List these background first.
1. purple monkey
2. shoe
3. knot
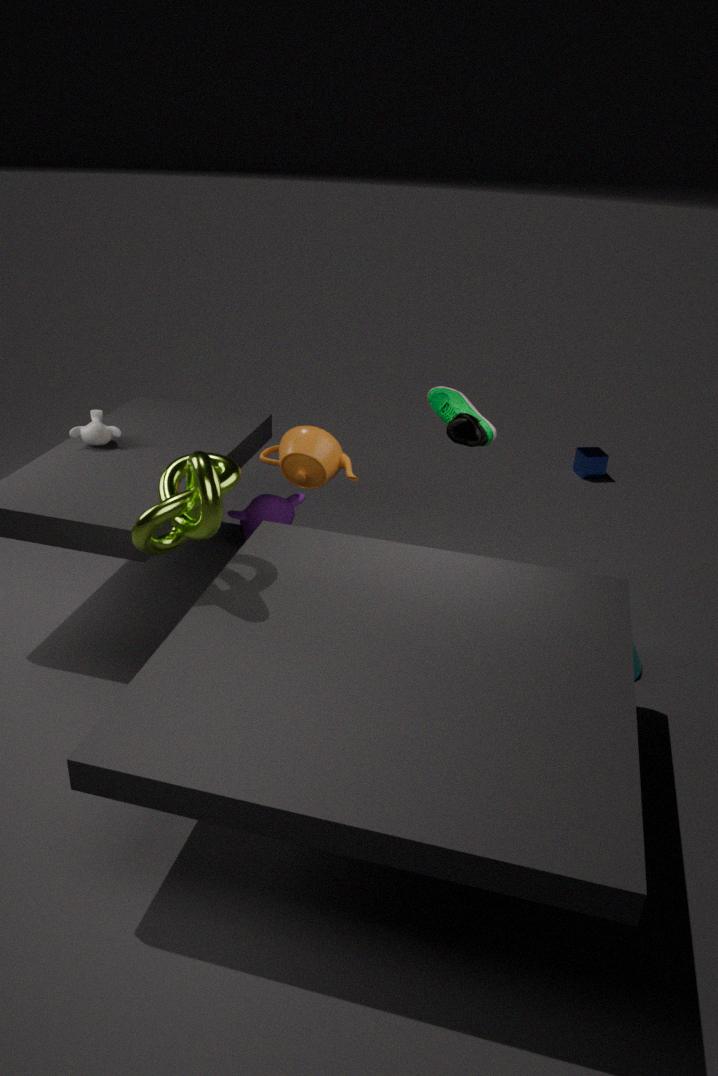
purple monkey → shoe → knot
